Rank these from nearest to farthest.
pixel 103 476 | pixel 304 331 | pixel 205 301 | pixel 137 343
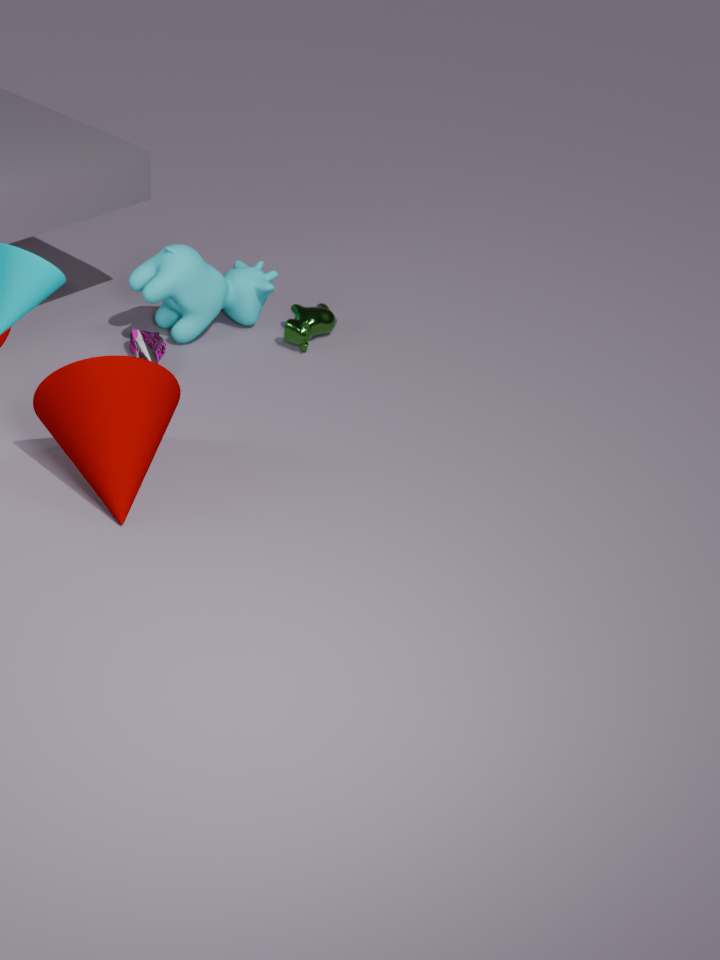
1. pixel 103 476
2. pixel 137 343
3. pixel 205 301
4. pixel 304 331
